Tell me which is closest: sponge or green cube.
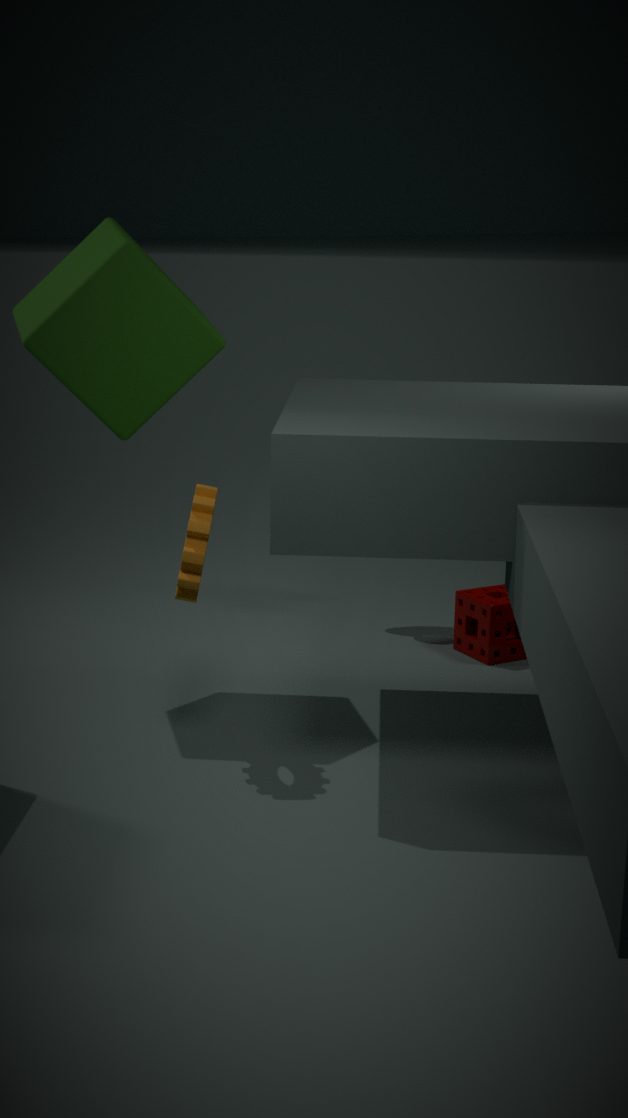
green cube
